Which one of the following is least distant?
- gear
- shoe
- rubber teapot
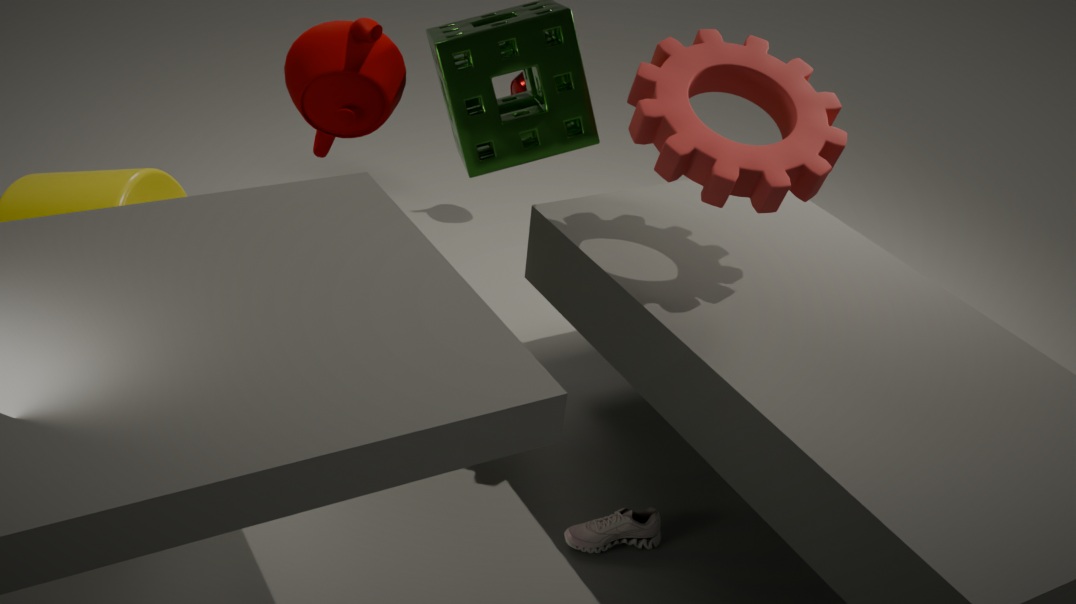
gear
